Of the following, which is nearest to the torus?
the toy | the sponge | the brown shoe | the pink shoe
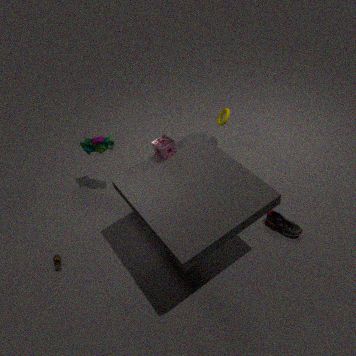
the sponge
